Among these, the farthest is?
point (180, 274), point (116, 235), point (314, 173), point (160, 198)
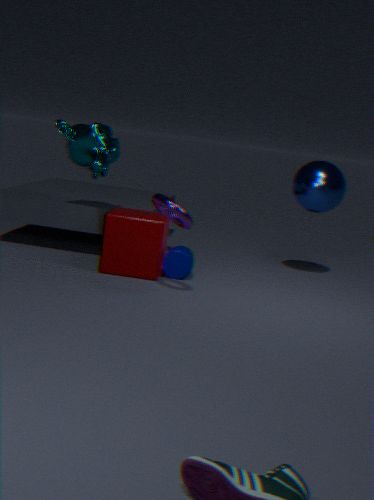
point (314, 173)
